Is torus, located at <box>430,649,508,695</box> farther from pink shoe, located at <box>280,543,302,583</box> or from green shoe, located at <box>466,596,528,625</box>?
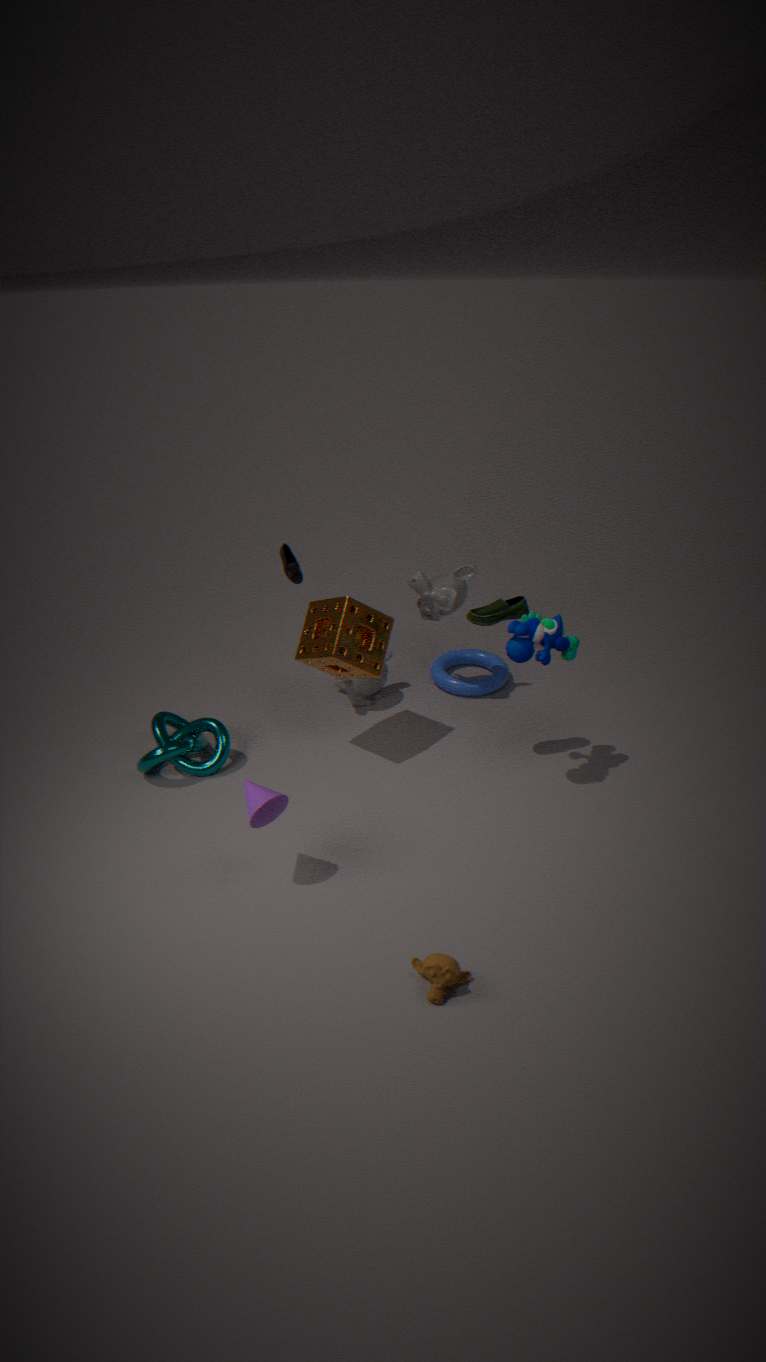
pink shoe, located at <box>280,543,302,583</box>
